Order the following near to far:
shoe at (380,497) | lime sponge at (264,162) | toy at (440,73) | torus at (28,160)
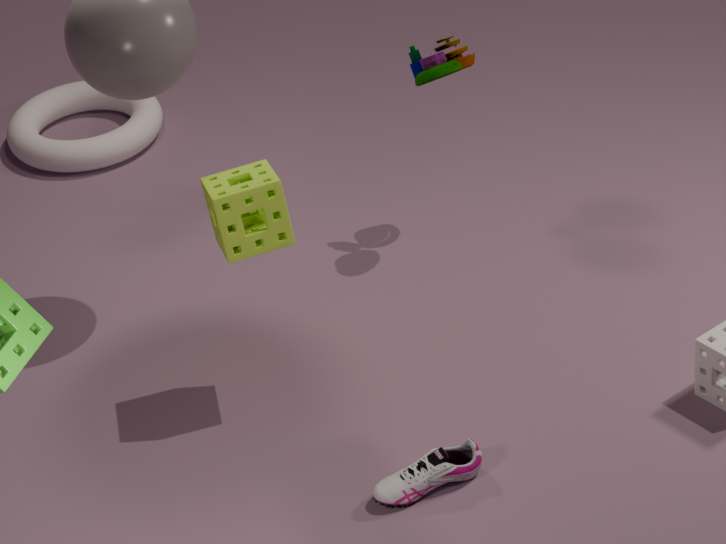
shoe at (380,497) < lime sponge at (264,162) < toy at (440,73) < torus at (28,160)
